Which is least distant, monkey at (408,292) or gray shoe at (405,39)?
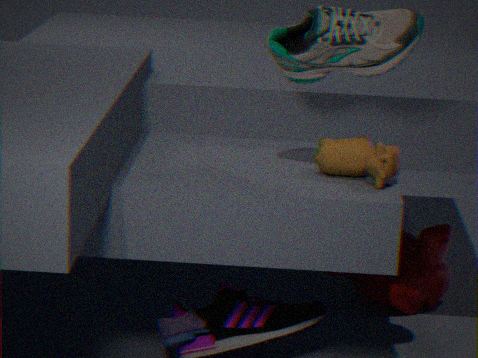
gray shoe at (405,39)
